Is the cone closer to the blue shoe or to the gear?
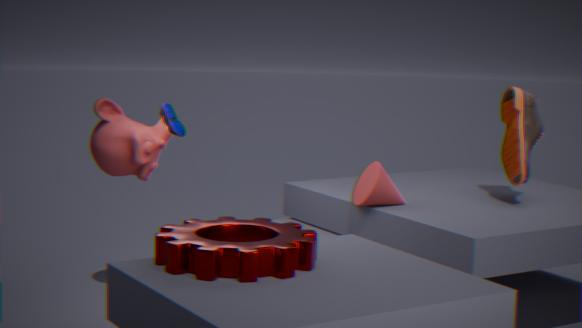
the gear
